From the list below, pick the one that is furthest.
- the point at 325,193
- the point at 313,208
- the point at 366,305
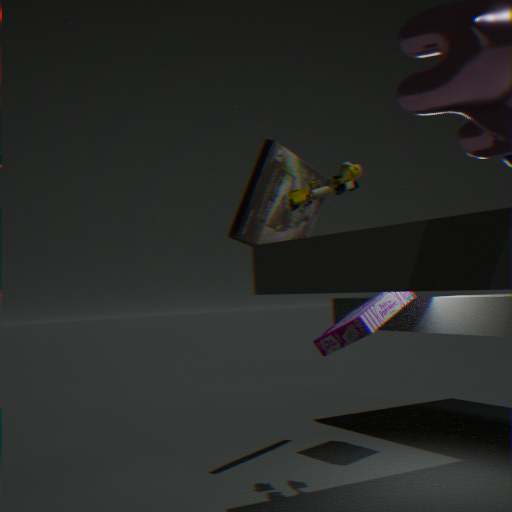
the point at 366,305
